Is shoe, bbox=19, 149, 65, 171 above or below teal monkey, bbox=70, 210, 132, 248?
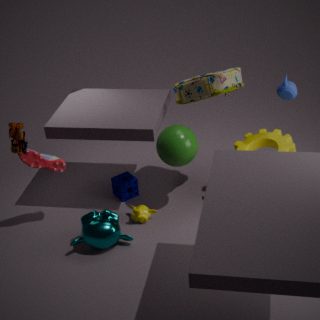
above
